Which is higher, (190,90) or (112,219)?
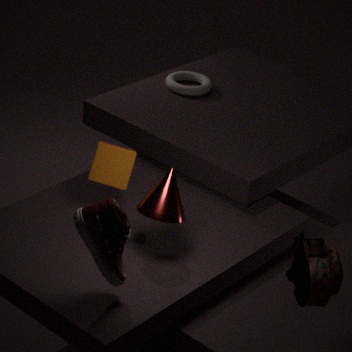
(112,219)
